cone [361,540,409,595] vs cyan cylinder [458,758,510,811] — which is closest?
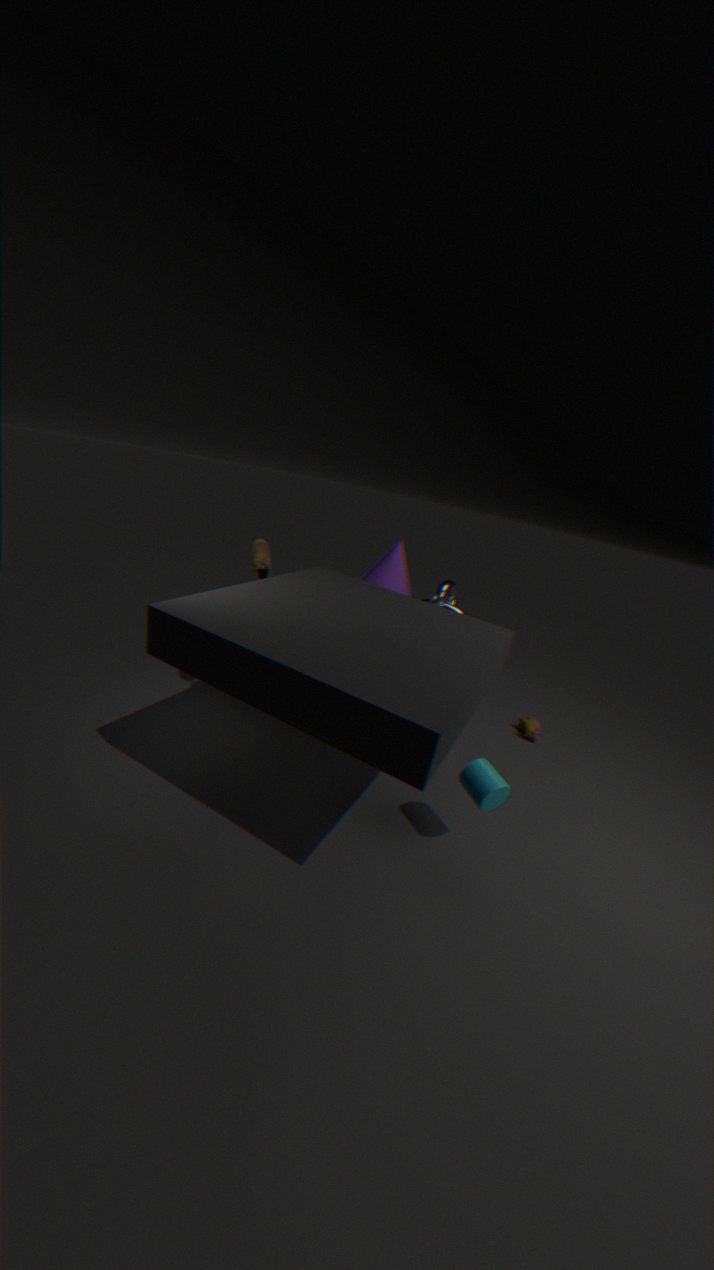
cyan cylinder [458,758,510,811]
